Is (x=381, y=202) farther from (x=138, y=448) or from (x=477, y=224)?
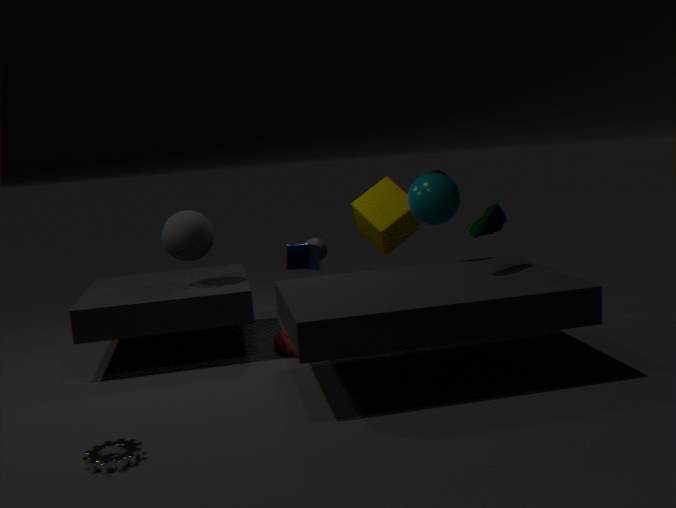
(x=138, y=448)
